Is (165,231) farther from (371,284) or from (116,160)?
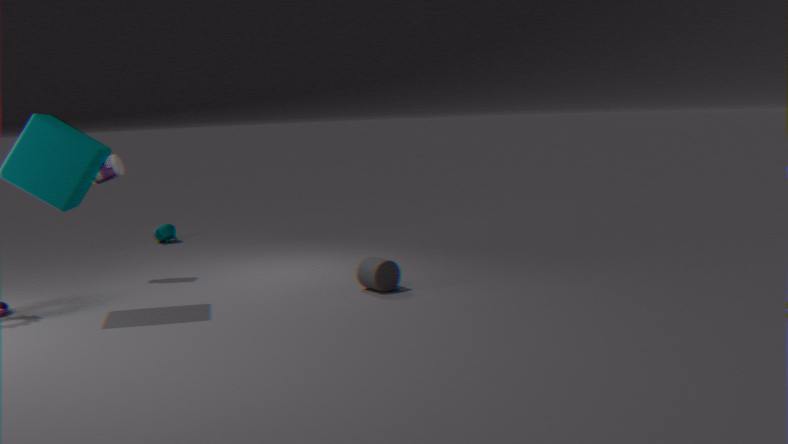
(371,284)
